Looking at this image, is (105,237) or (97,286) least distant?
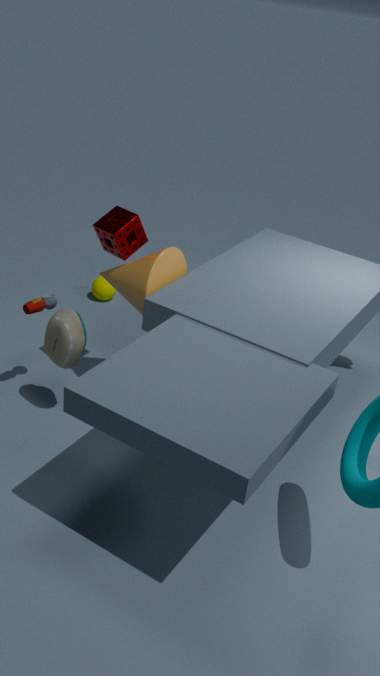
(105,237)
